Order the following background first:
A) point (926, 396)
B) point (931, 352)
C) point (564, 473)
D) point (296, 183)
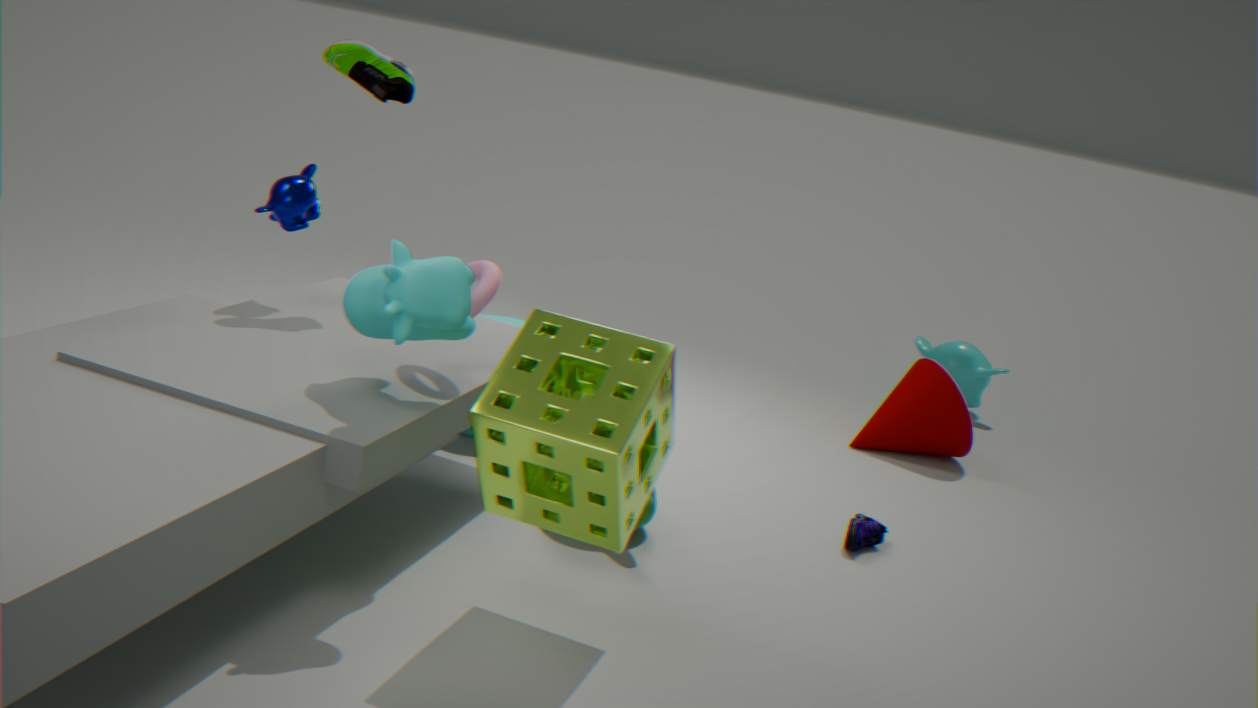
point (931, 352) < point (926, 396) < point (296, 183) < point (564, 473)
